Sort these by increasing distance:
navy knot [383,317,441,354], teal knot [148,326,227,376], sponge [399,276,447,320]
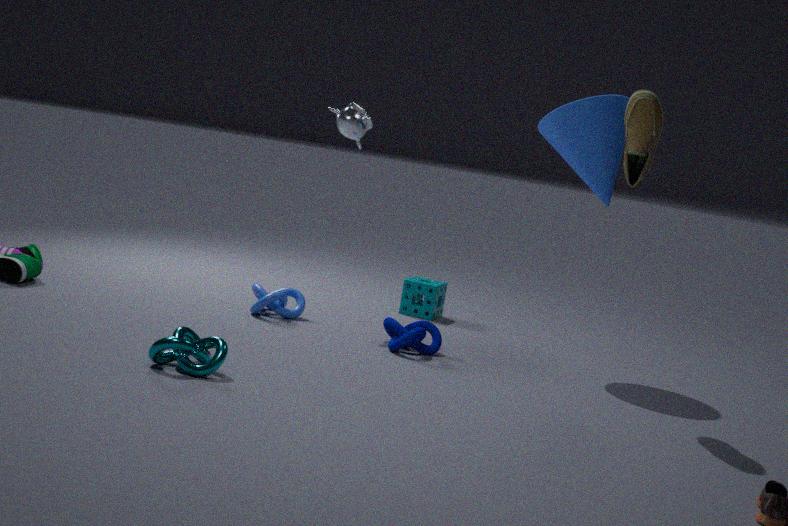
teal knot [148,326,227,376], navy knot [383,317,441,354], sponge [399,276,447,320]
